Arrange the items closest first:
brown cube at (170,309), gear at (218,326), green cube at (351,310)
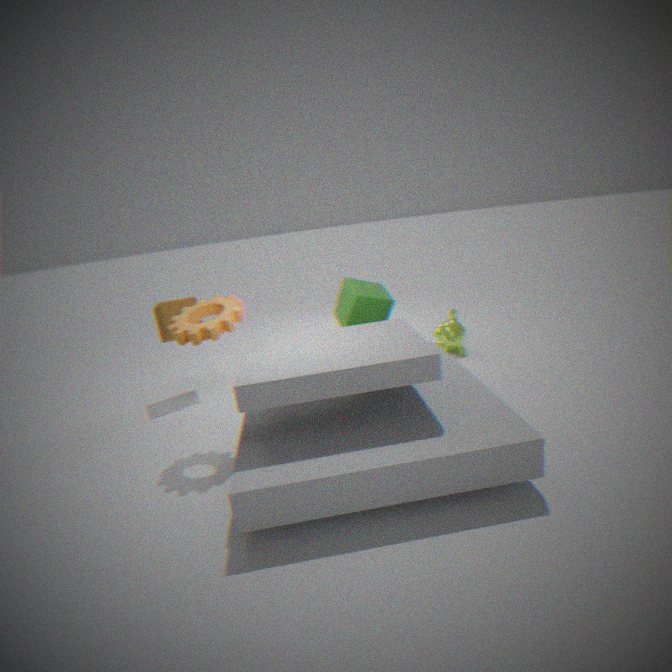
gear at (218,326) → green cube at (351,310) → brown cube at (170,309)
